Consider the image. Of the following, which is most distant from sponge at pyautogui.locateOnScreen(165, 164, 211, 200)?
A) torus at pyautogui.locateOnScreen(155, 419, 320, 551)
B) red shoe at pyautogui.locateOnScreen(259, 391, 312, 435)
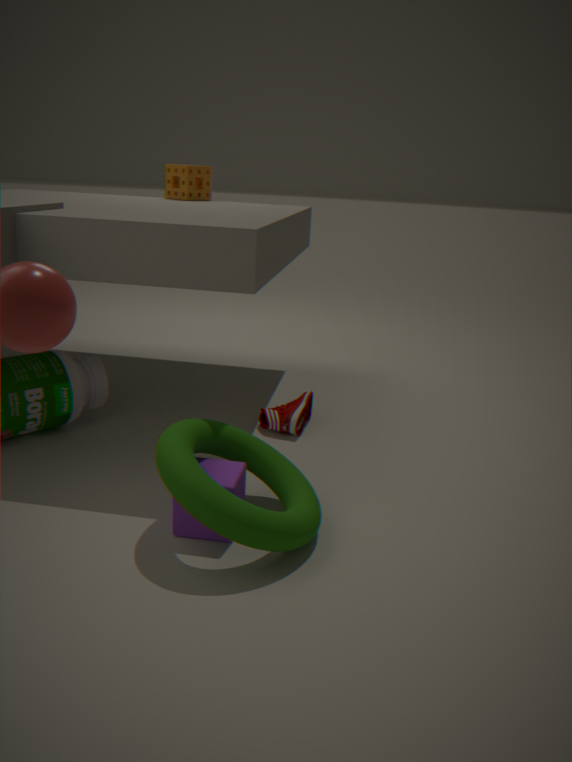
torus at pyautogui.locateOnScreen(155, 419, 320, 551)
